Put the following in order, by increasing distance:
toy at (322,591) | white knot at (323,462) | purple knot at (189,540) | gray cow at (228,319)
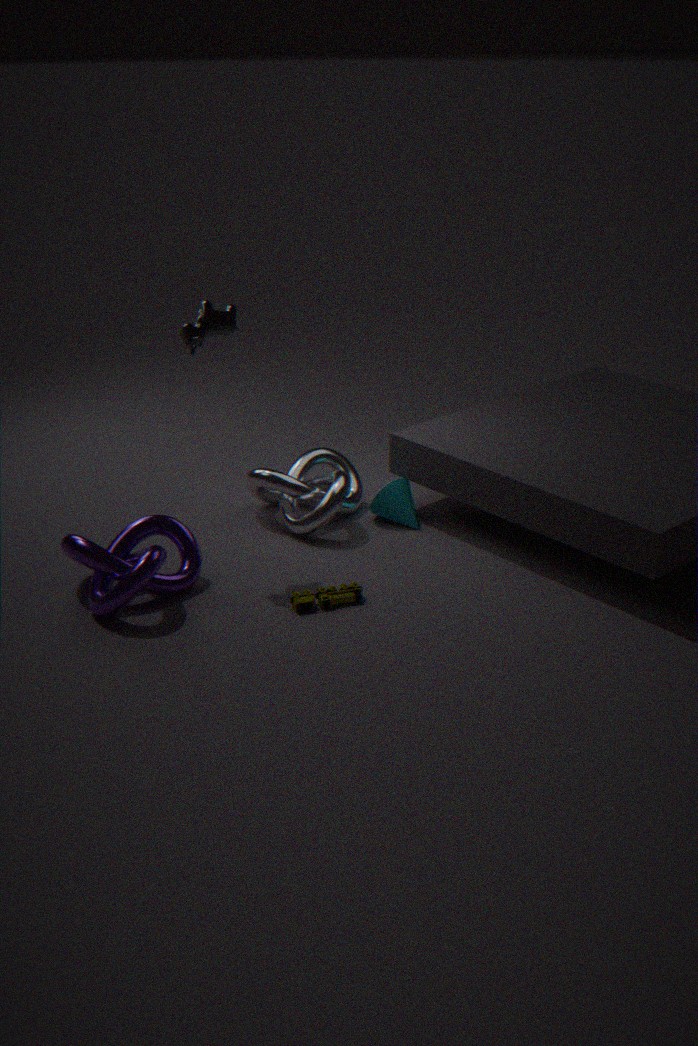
1. purple knot at (189,540)
2. toy at (322,591)
3. gray cow at (228,319)
4. white knot at (323,462)
